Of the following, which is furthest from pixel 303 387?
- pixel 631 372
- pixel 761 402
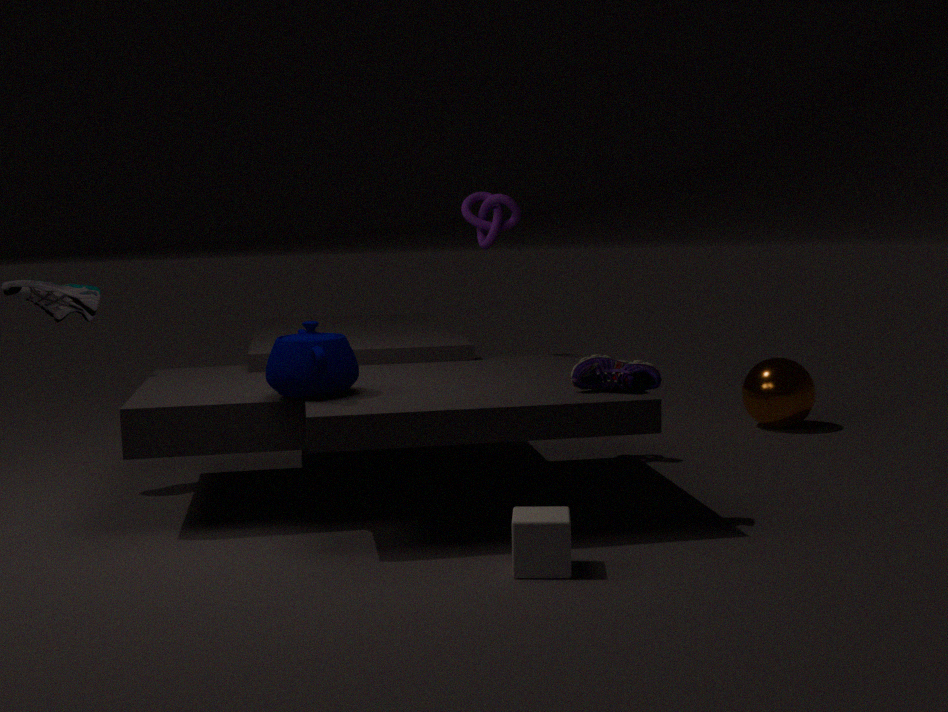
pixel 761 402
